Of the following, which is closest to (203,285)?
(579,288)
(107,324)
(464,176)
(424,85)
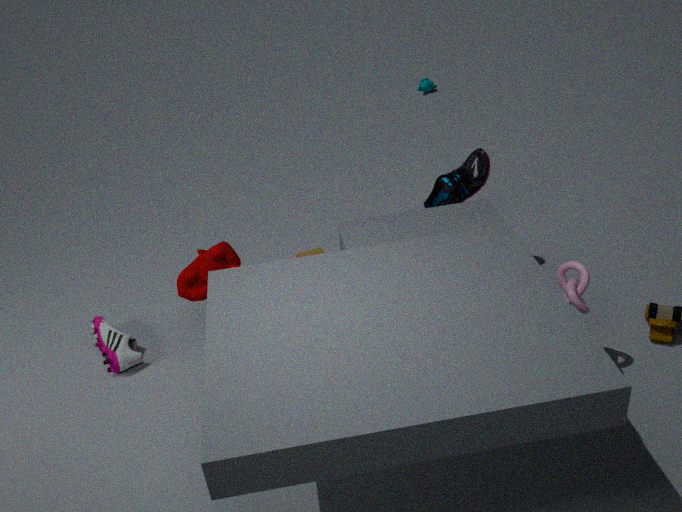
(107,324)
